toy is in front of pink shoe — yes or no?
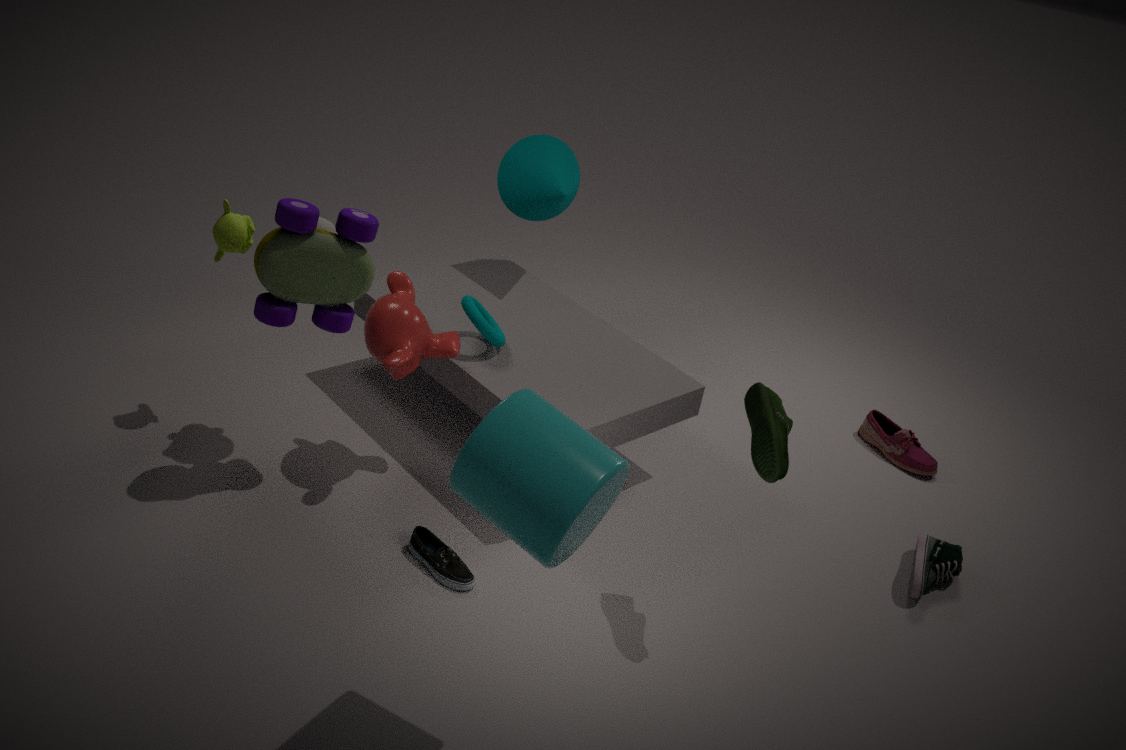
Yes
